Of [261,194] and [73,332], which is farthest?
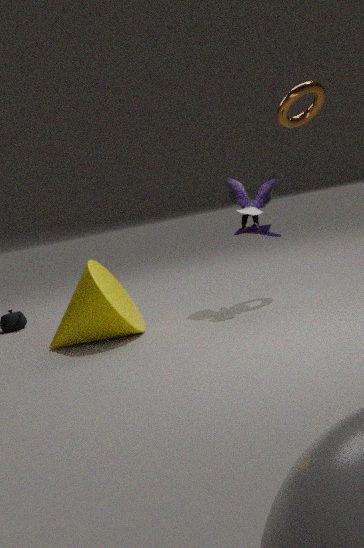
[261,194]
